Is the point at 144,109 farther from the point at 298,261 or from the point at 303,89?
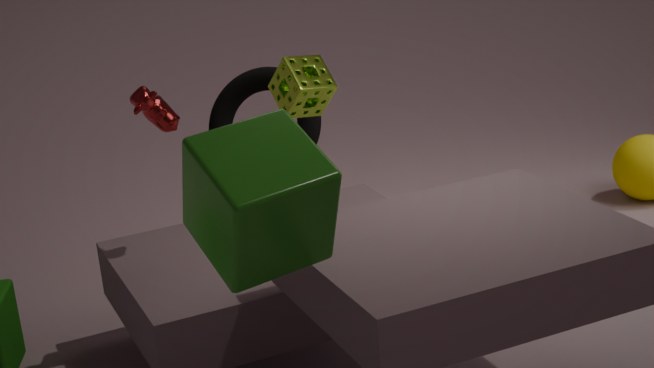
the point at 298,261
